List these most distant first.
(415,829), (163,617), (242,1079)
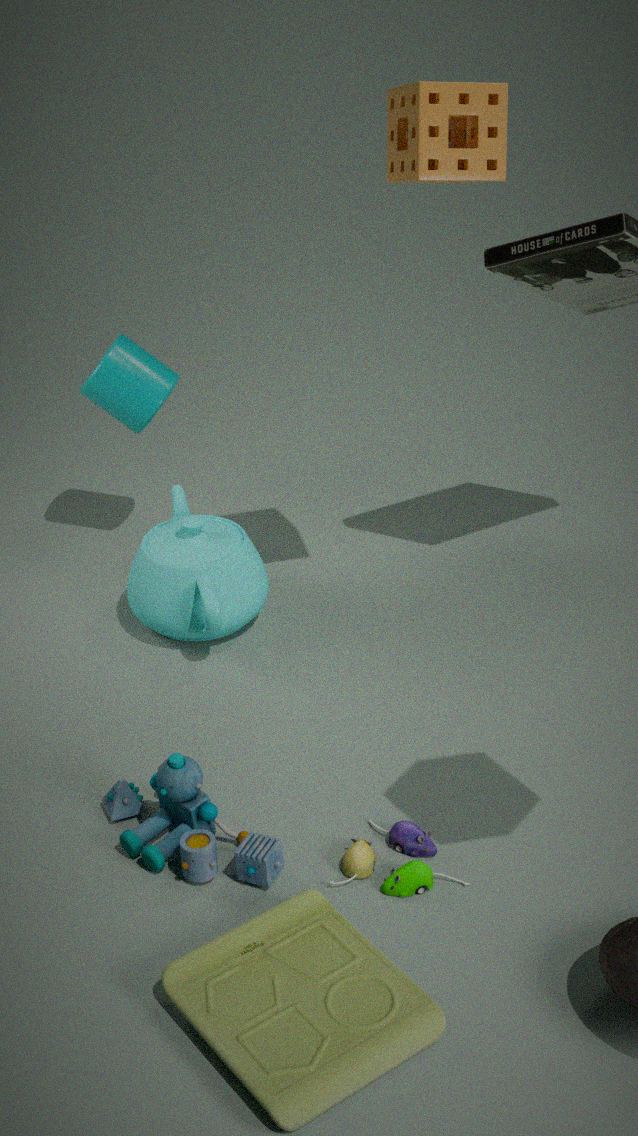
1. (163,617)
2. (415,829)
3. (242,1079)
